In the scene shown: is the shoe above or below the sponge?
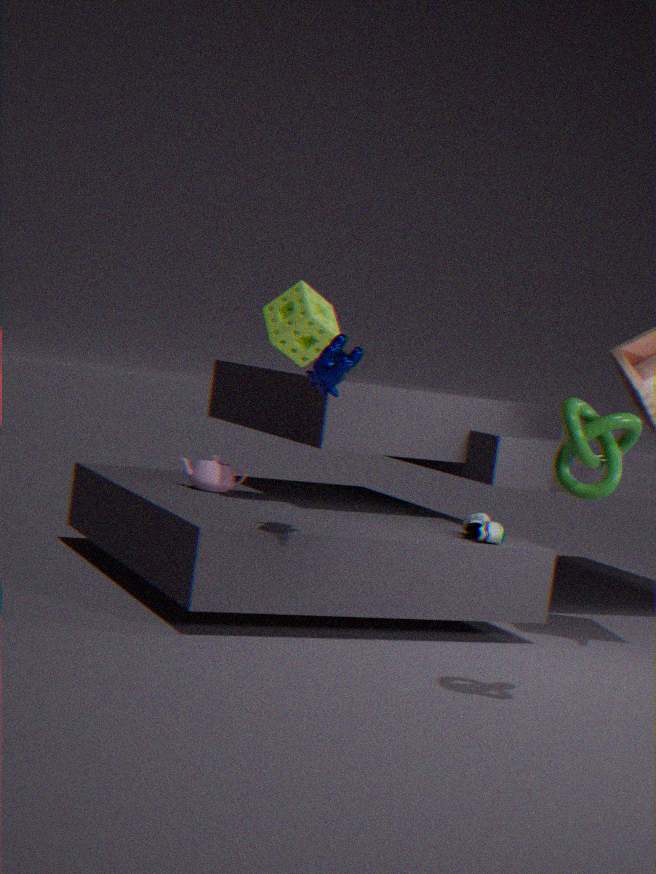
below
